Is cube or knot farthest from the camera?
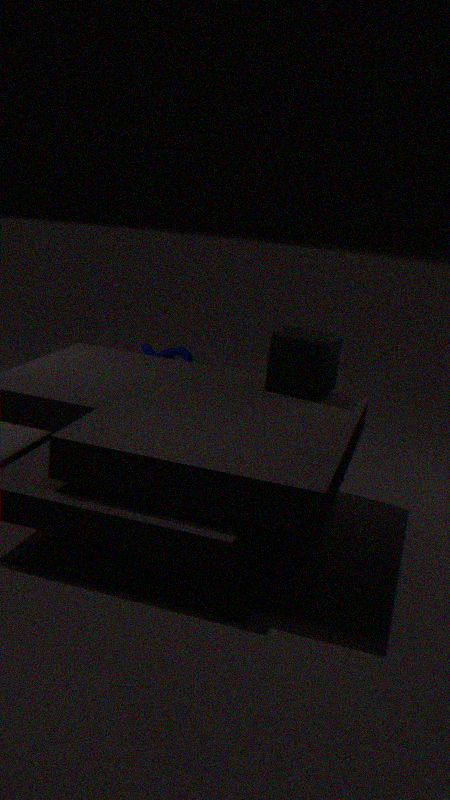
knot
